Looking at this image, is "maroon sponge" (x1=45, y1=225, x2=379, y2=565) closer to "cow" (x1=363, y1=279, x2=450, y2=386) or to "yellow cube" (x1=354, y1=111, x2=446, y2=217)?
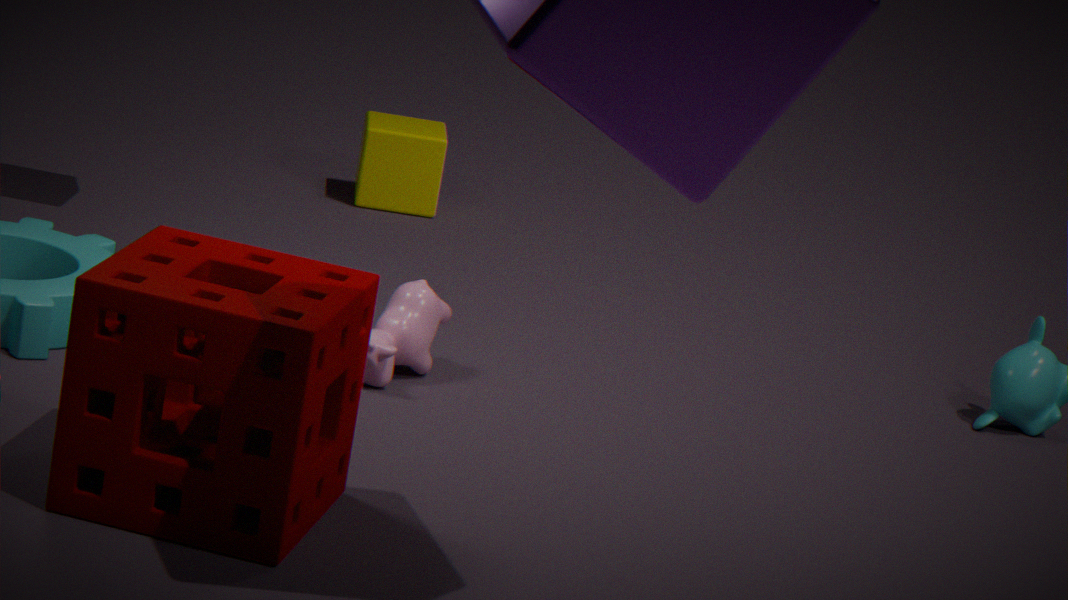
"cow" (x1=363, y1=279, x2=450, y2=386)
